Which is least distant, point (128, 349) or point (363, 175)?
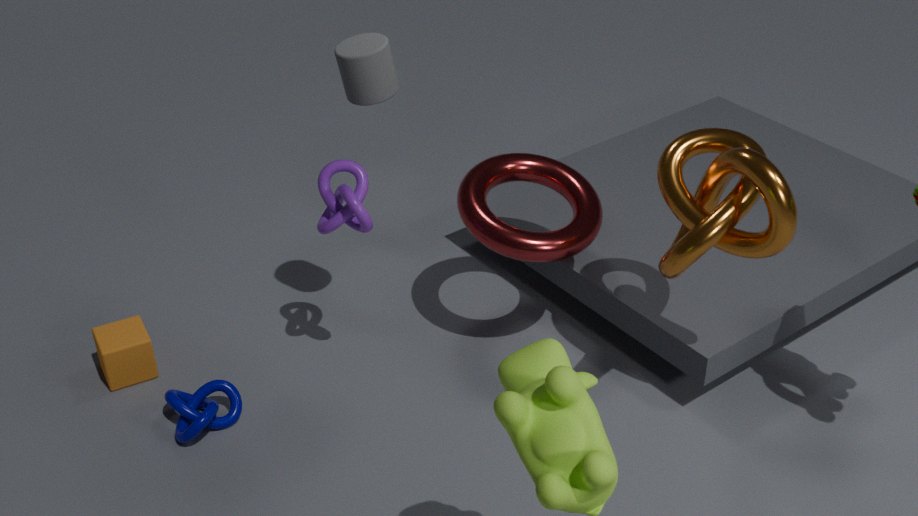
point (363, 175)
